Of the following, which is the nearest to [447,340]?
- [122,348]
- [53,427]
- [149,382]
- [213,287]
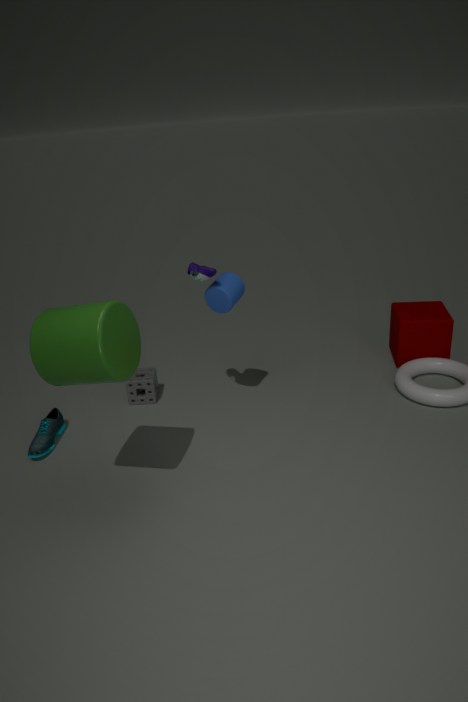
[213,287]
